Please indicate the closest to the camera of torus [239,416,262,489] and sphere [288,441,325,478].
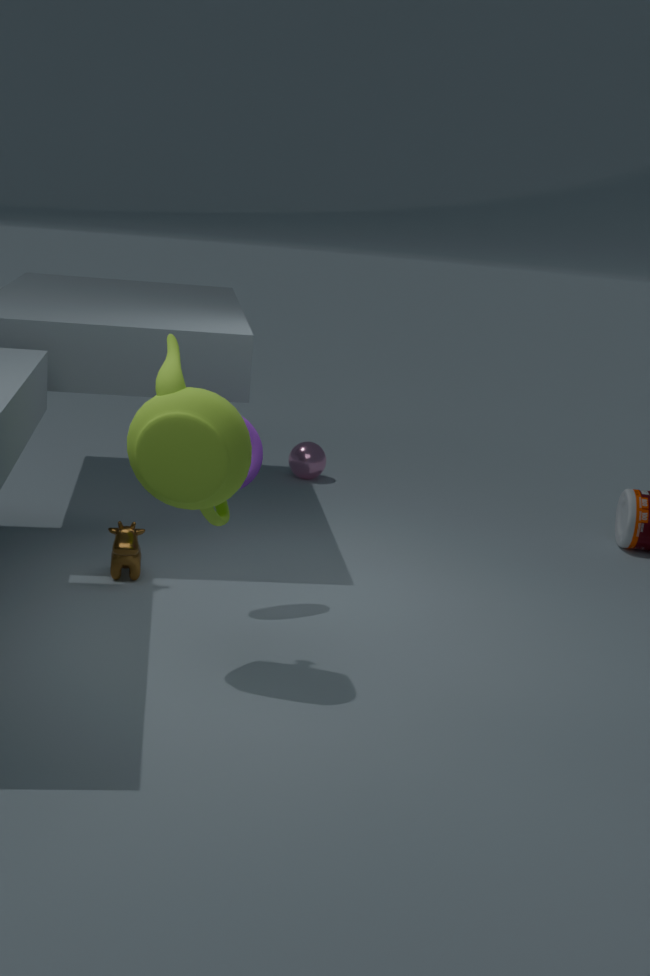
torus [239,416,262,489]
